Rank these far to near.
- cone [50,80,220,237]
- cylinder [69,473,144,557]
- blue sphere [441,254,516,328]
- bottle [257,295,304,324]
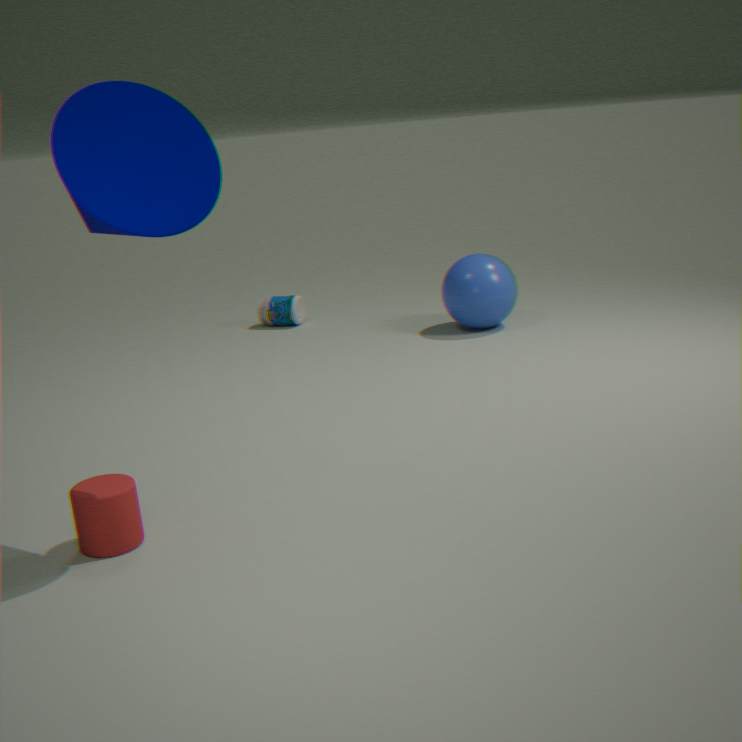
bottle [257,295,304,324], blue sphere [441,254,516,328], cylinder [69,473,144,557], cone [50,80,220,237]
